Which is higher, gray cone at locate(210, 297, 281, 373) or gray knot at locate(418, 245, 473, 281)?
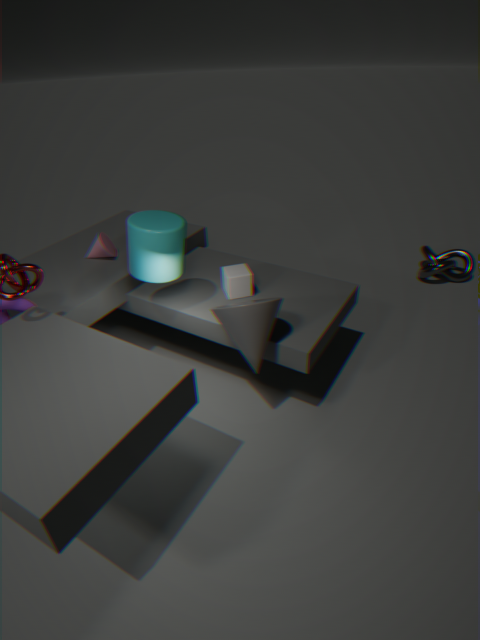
gray cone at locate(210, 297, 281, 373)
